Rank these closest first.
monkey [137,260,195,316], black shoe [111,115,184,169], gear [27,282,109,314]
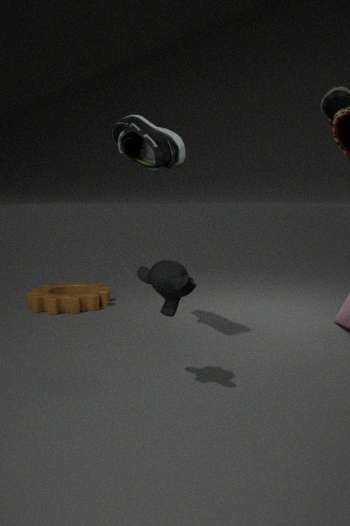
monkey [137,260,195,316] < black shoe [111,115,184,169] < gear [27,282,109,314]
